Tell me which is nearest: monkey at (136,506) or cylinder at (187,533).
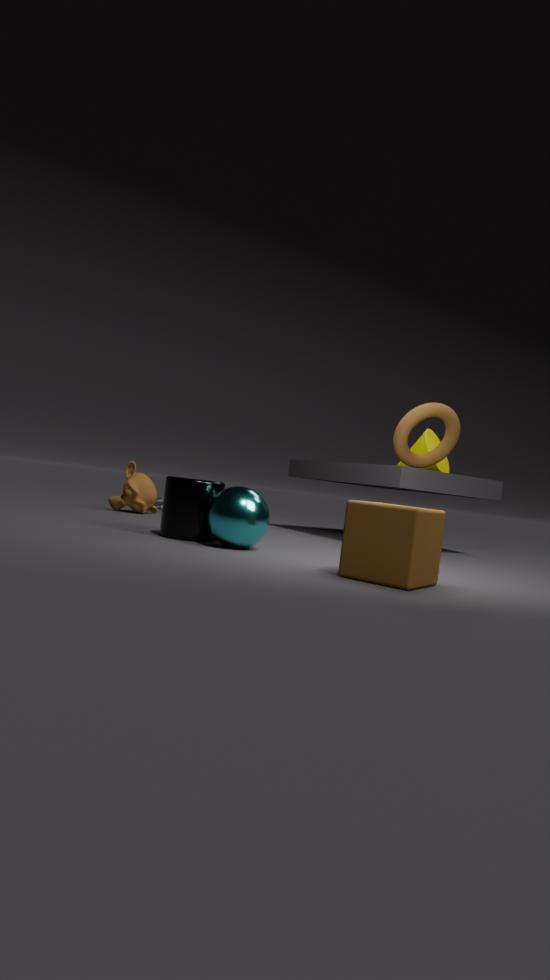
cylinder at (187,533)
